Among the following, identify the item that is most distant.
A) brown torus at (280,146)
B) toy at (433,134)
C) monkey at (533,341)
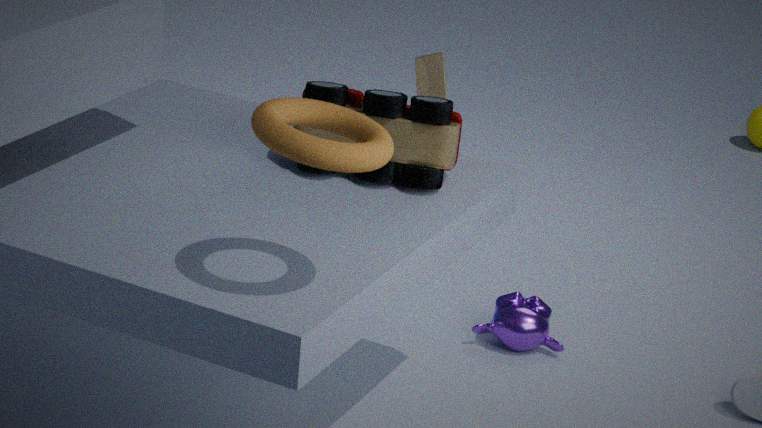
monkey at (533,341)
